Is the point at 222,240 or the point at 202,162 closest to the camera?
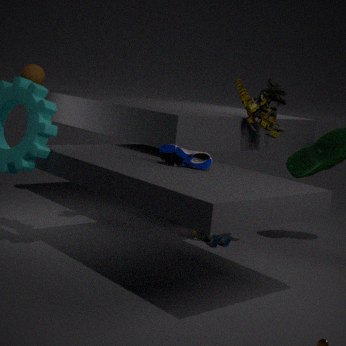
the point at 202,162
